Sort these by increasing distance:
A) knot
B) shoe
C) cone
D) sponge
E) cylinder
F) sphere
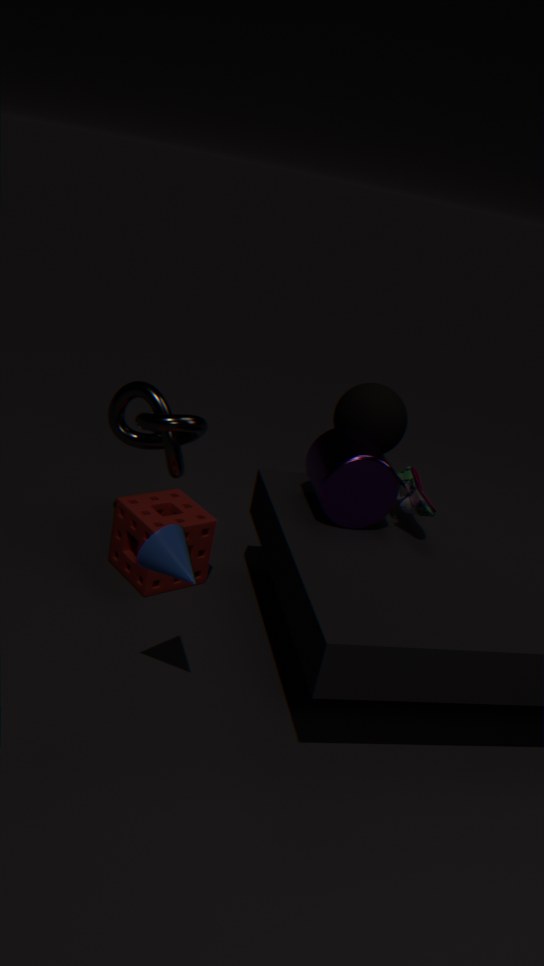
C. cone < E. cylinder < B. shoe < F. sphere < D. sponge < A. knot
